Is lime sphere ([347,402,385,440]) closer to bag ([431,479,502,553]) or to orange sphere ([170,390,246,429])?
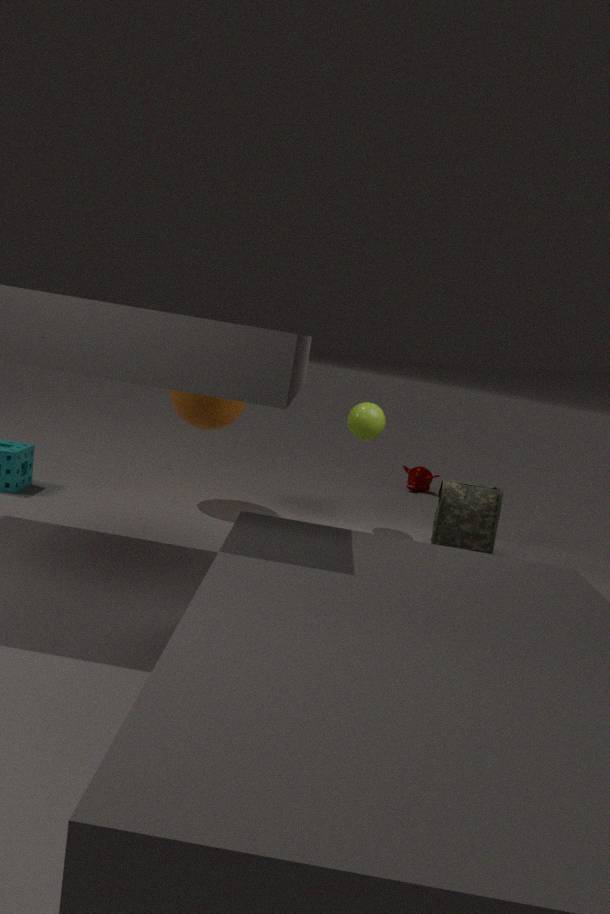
bag ([431,479,502,553])
